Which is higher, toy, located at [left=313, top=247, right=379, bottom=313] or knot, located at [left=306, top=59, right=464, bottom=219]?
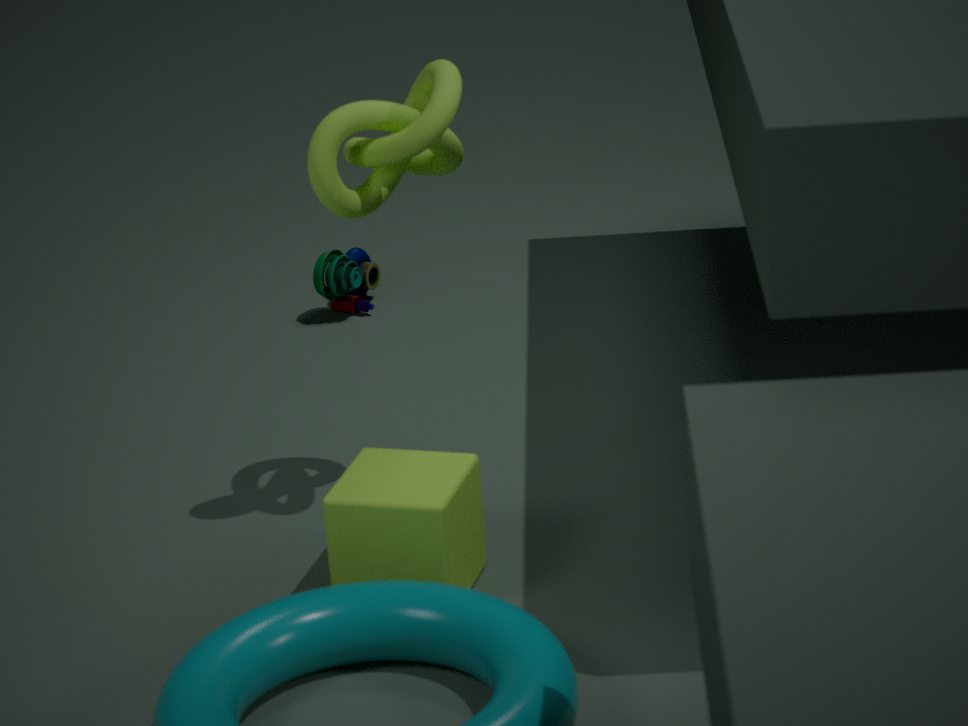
knot, located at [left=306, top=59, right=464, bottom=219]
